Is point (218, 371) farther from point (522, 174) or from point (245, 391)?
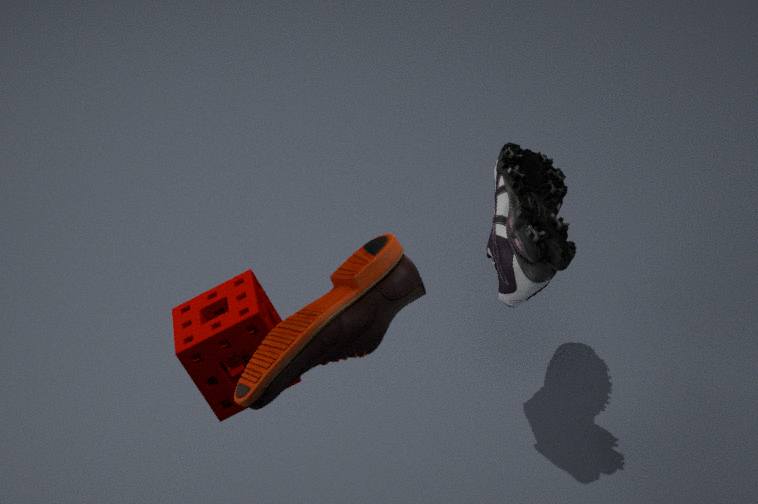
Answer: point (522, 174)
